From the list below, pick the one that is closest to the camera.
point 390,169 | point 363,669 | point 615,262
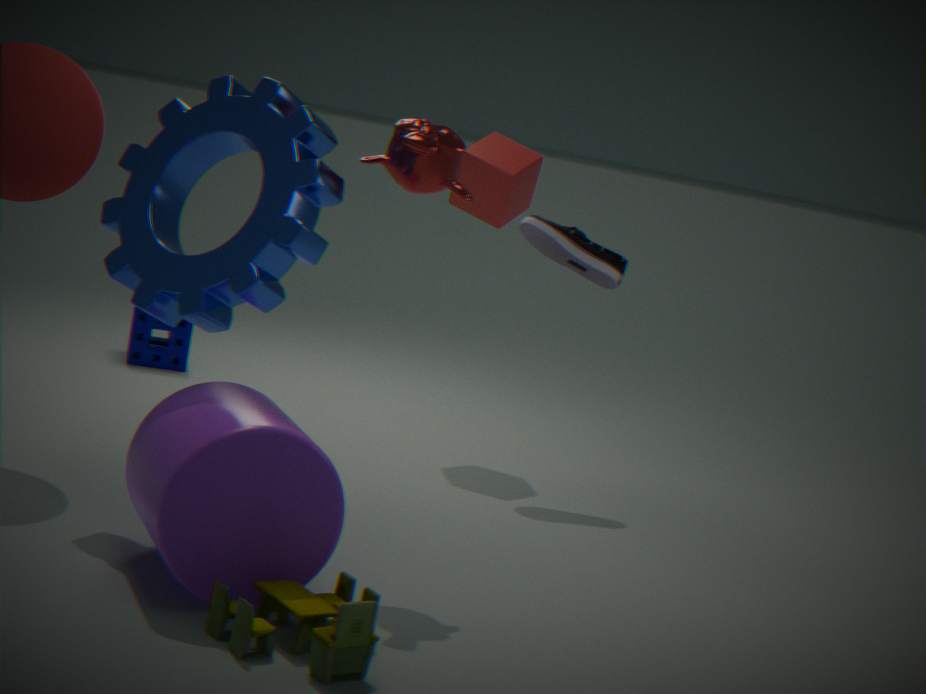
point 363,669
